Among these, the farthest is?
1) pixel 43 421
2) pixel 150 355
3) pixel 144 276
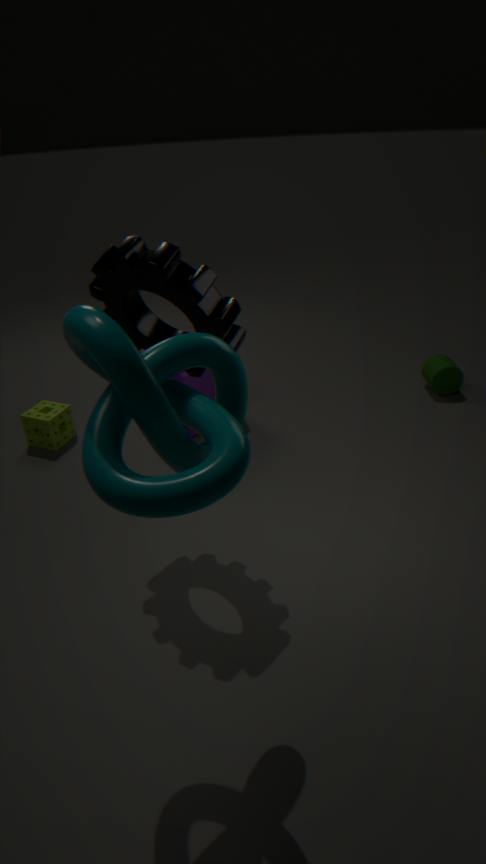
1. pixel 43 421
